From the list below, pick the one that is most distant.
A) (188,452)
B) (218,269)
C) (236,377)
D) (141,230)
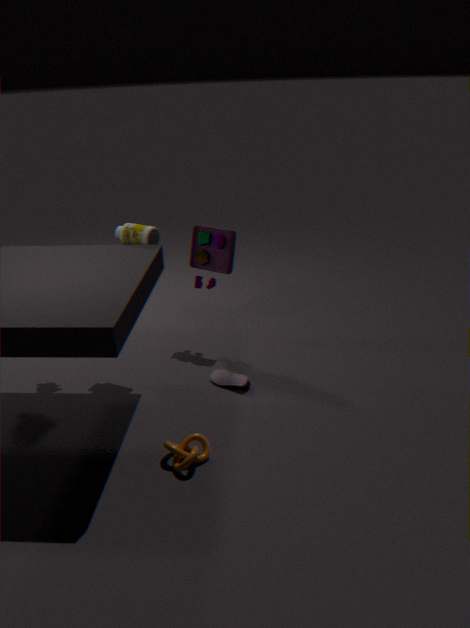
(218,269)
